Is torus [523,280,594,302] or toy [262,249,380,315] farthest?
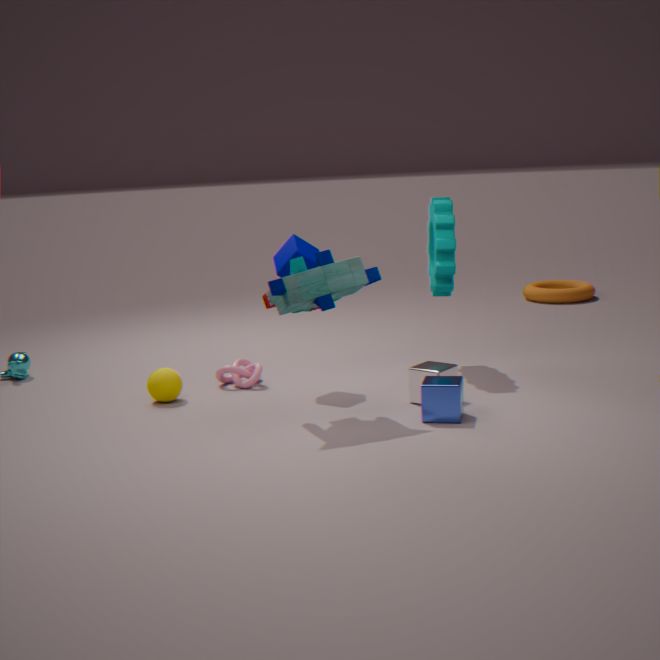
torus [523,280,594,302]
